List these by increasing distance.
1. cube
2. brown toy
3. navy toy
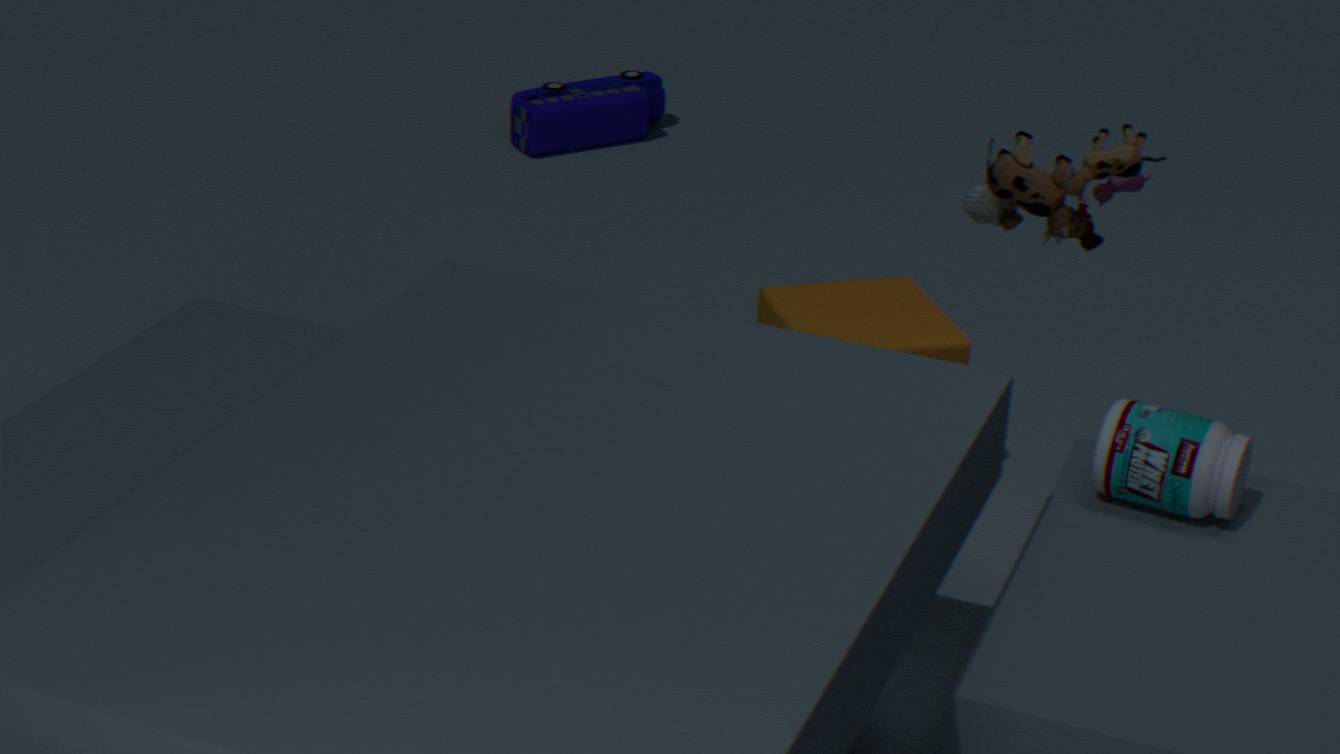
brown toy → cube → navy toy
